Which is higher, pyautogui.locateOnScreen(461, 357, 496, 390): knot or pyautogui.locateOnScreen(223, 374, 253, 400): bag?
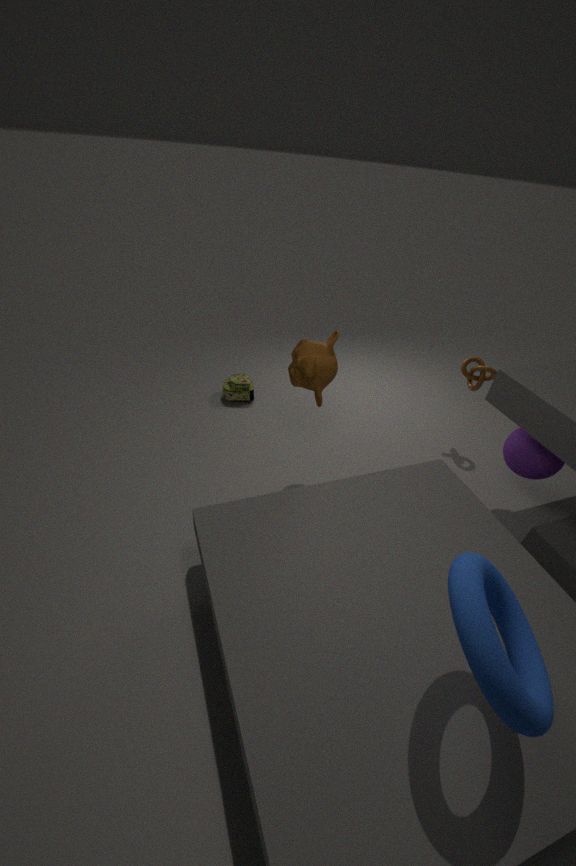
pyautogui.locateOnScreen(461, 357, 496, 390): knot
